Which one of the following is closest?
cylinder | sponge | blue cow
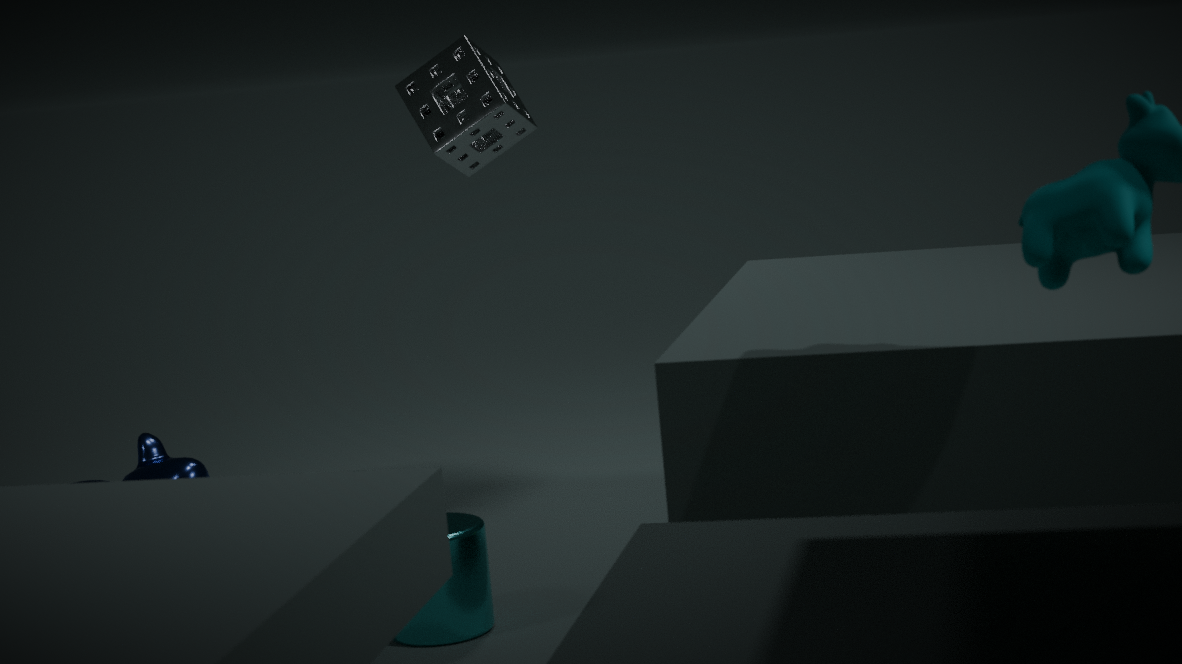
cylinder
